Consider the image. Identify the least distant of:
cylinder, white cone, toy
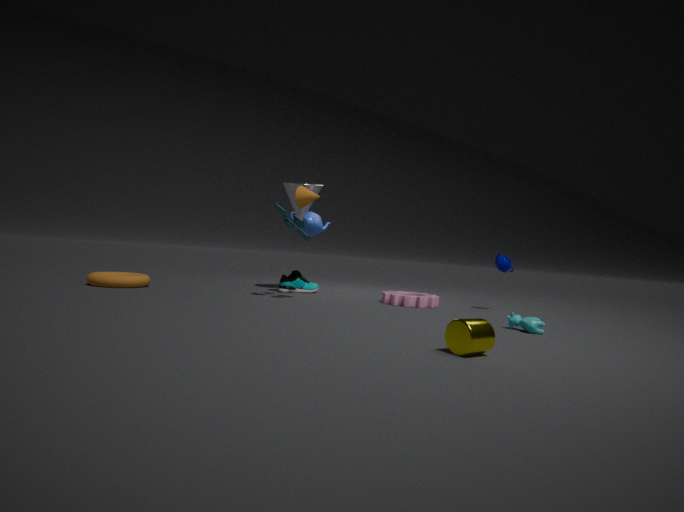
cylinder
